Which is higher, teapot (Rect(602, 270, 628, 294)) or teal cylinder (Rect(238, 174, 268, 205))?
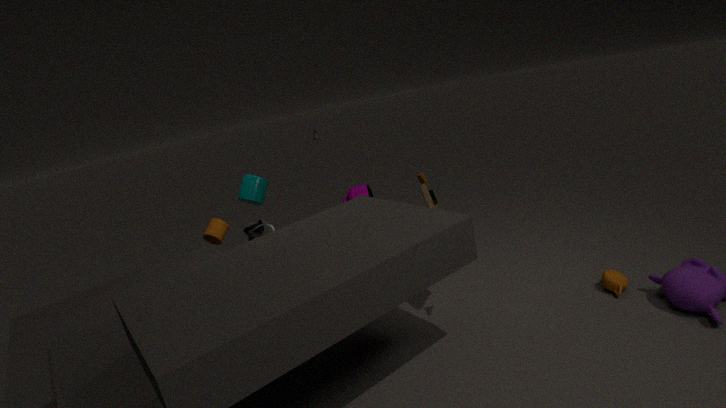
teal cylinder (Rect(238, 174, 268, 205))
